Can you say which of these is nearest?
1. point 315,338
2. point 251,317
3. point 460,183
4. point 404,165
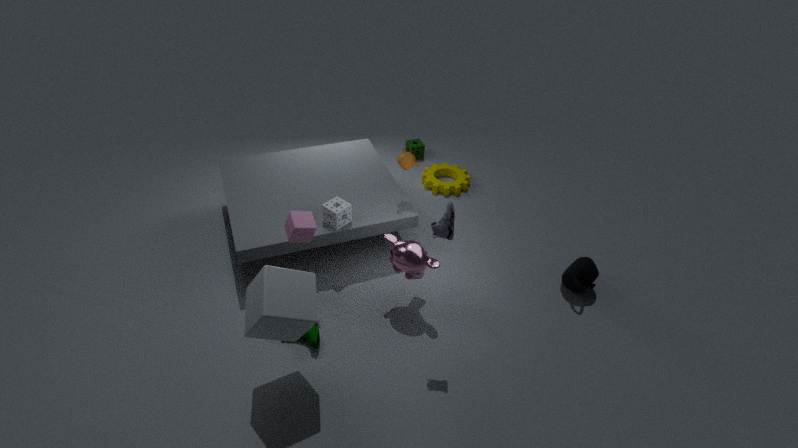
point 251,317
